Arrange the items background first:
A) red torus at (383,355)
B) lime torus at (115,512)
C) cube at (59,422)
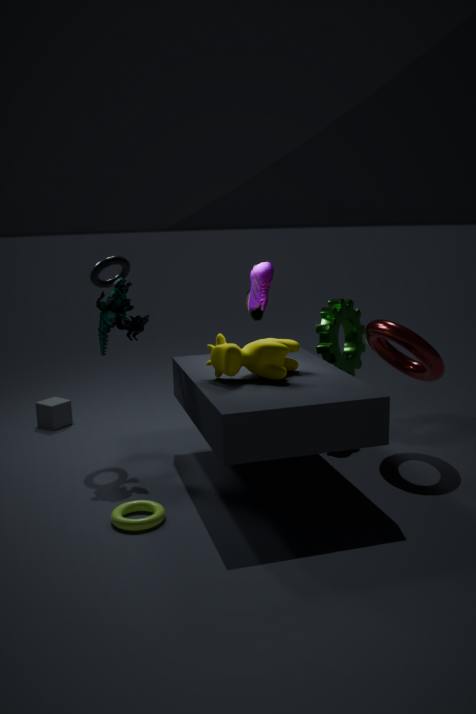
cube at (59,422) → red torus at (383,355) → lime torus at (115,512)
